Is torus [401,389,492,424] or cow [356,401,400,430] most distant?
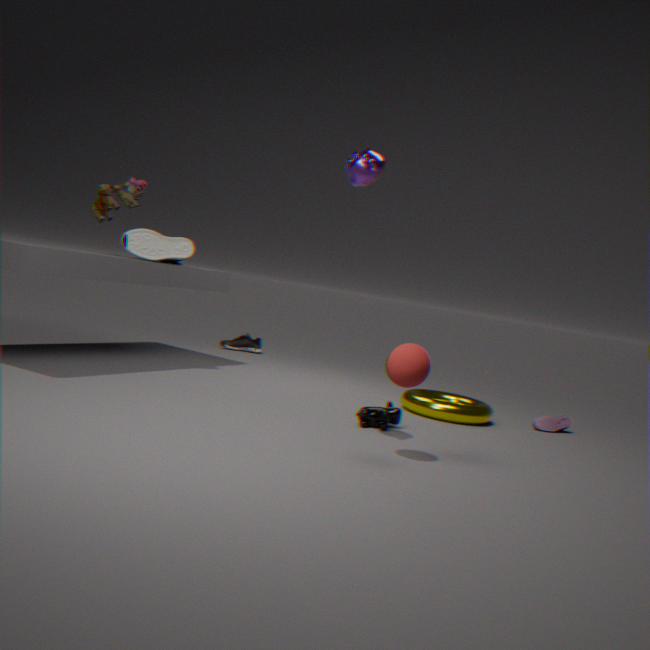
torus [401,389,492,424]
